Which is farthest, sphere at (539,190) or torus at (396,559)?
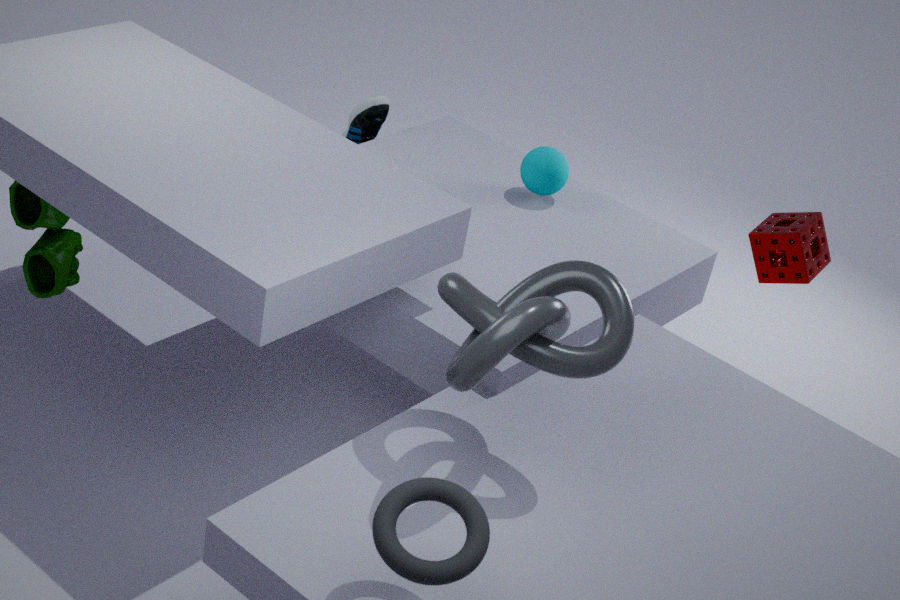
sphere at (539,190)
